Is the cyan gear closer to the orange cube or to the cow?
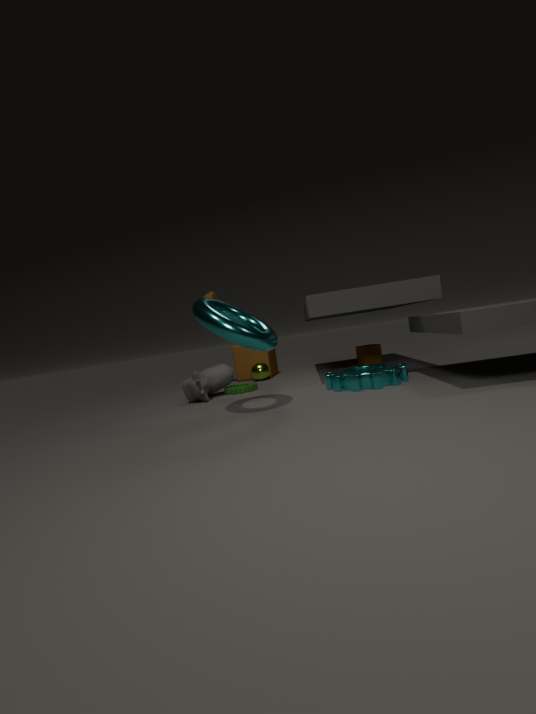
the orange cube
